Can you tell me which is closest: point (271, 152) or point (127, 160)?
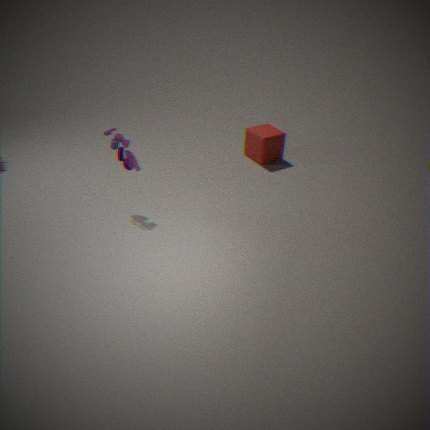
point (127, 160)
